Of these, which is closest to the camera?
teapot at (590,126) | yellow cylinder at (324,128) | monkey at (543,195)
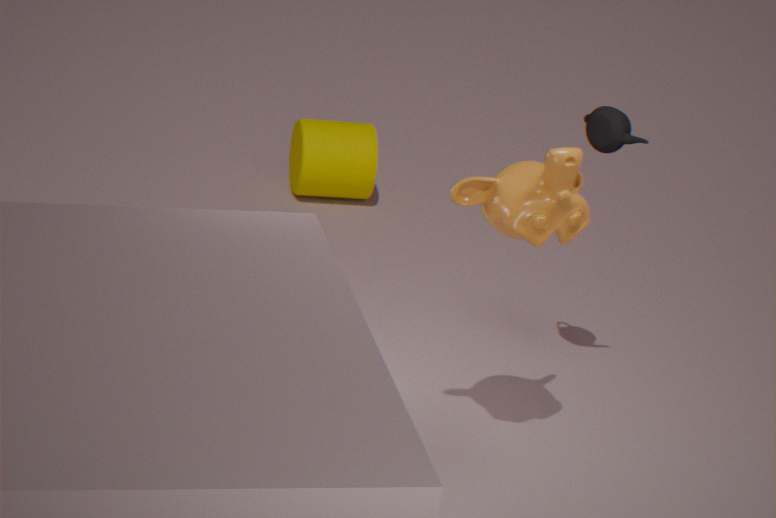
monkey at (543,195)
